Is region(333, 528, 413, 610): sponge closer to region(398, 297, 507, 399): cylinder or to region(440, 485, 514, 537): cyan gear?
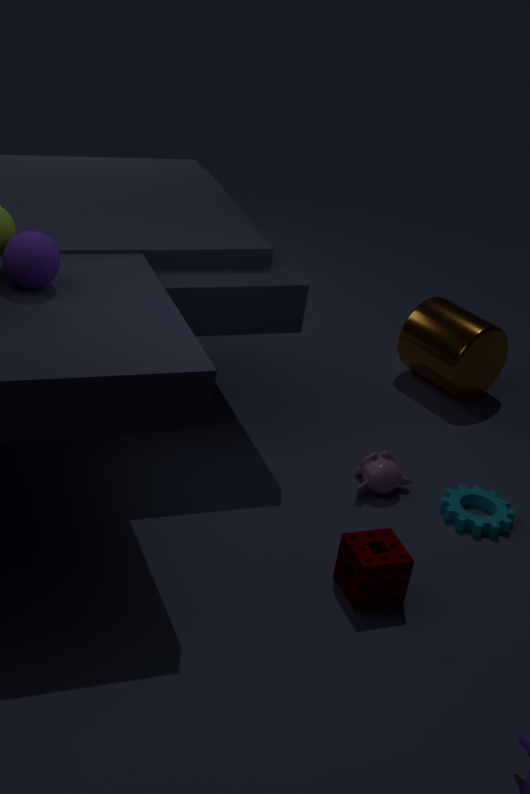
region(440, 485, 514, 537): cyan gear
